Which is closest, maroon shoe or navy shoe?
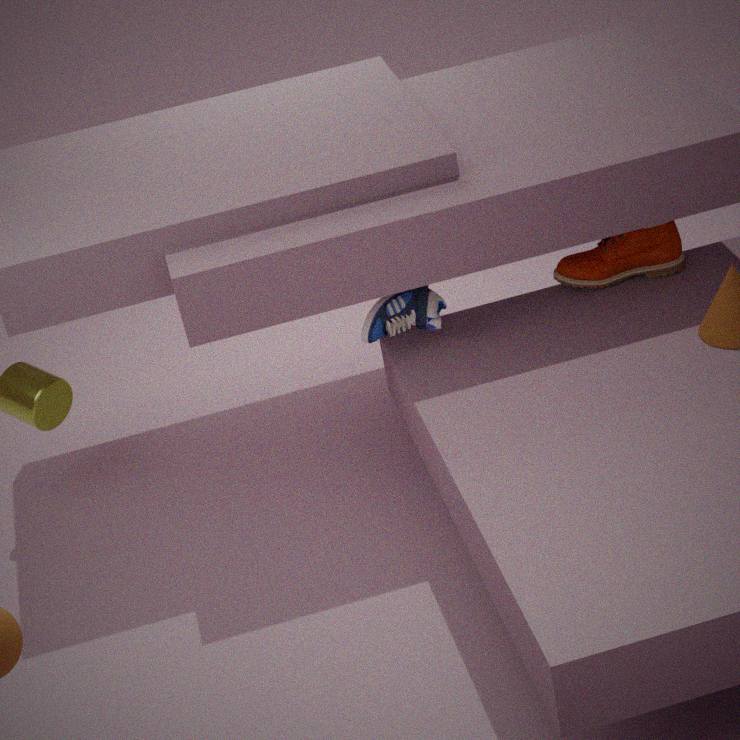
navy shoe
